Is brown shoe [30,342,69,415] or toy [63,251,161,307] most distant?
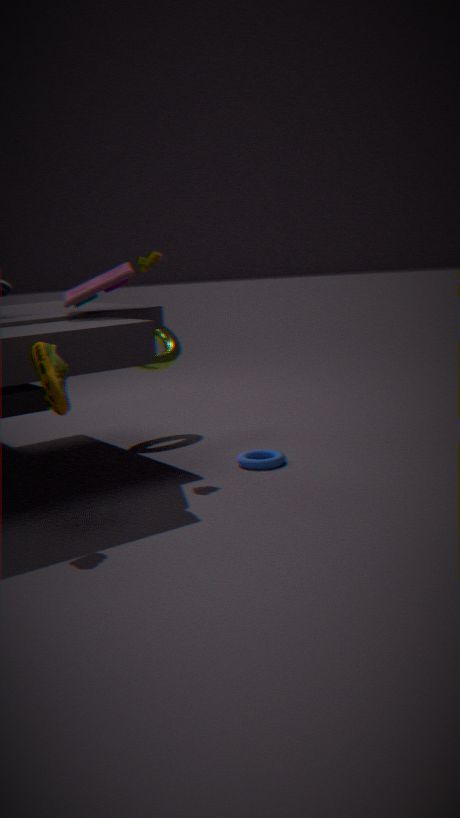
toy [63,251,161,307]
